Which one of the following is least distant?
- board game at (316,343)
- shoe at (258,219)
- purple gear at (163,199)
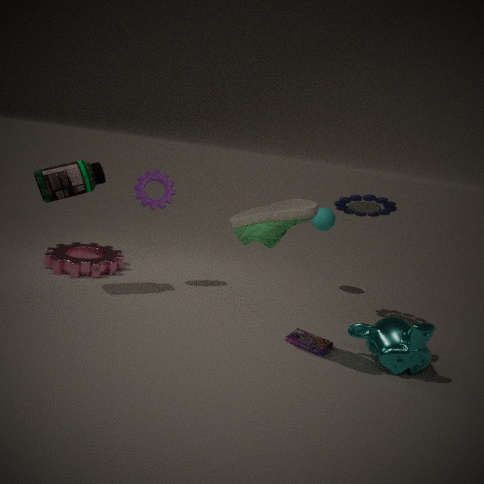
shoe at (258,219)
